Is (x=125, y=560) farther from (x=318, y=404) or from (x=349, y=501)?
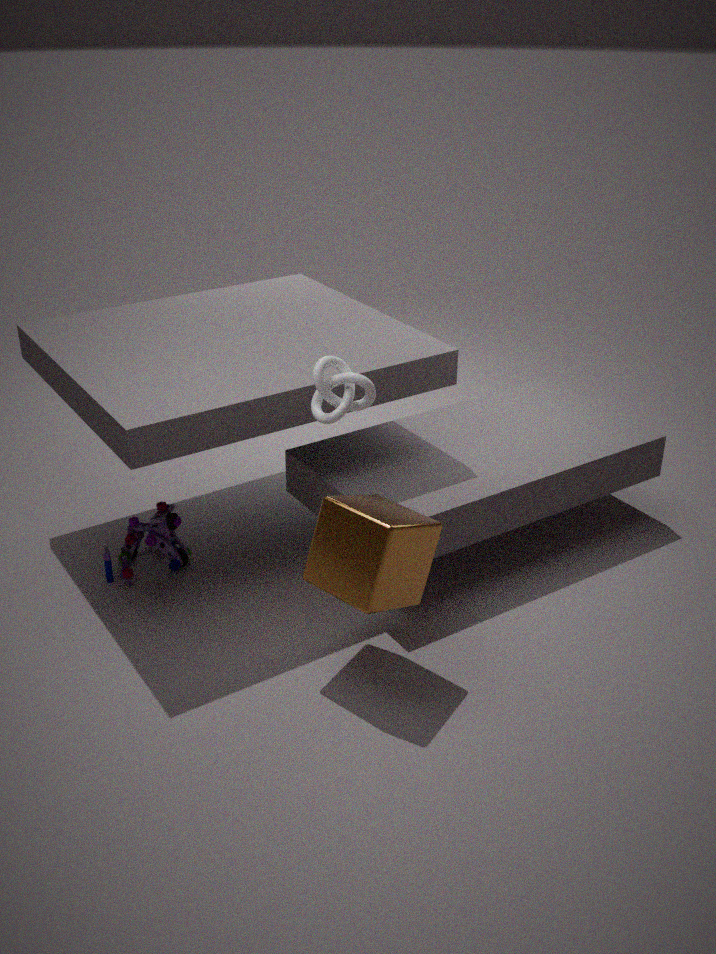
(x=318, y=404)
